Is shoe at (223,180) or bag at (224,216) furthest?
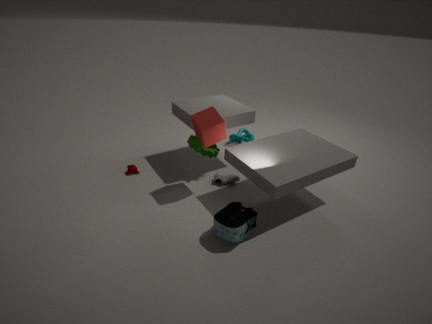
shoe at (223,180)
